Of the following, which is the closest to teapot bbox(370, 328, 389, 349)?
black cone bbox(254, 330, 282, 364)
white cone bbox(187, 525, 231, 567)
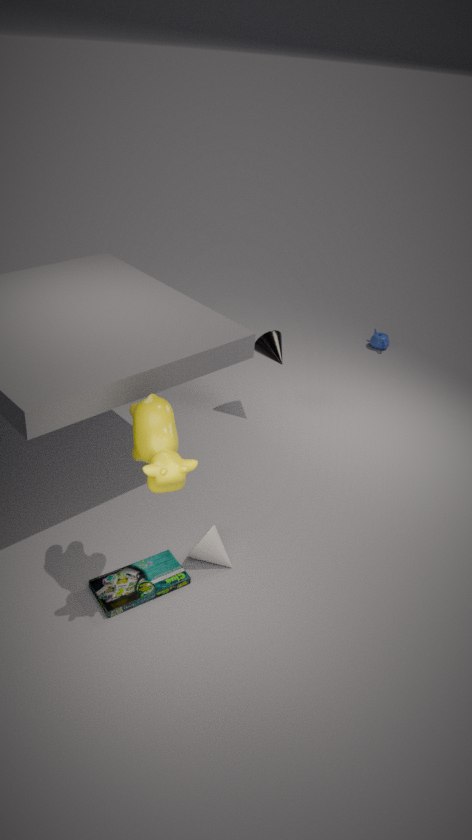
black cone bbox(254, 330, 282, 364)
